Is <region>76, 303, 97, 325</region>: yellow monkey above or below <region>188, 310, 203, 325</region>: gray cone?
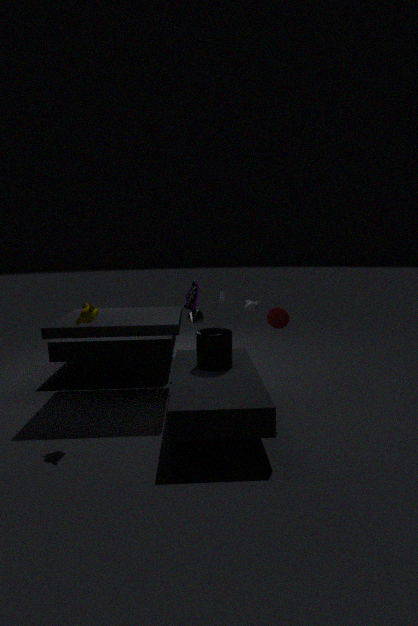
above
